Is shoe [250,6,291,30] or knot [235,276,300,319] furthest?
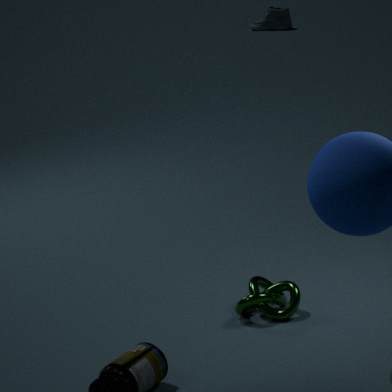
shoe [250,6,291,30]
